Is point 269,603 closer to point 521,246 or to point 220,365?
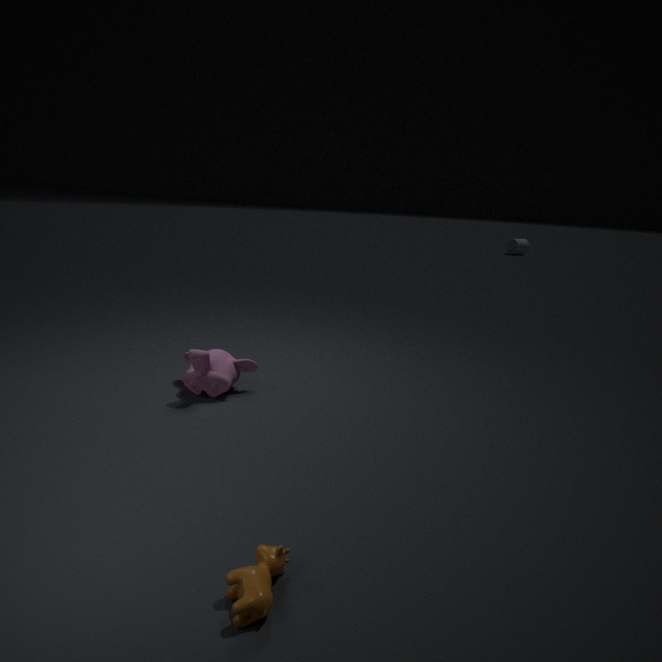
point 220,365
